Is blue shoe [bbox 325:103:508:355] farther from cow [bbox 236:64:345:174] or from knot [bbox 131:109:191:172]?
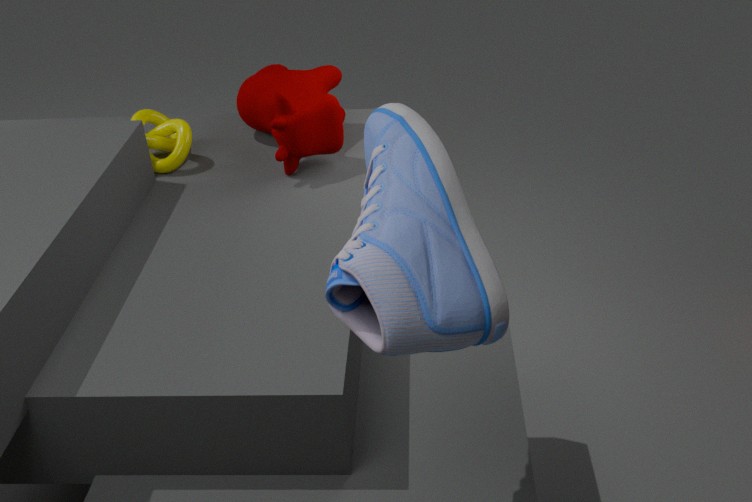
knot [bbox 131:109:191:172]
